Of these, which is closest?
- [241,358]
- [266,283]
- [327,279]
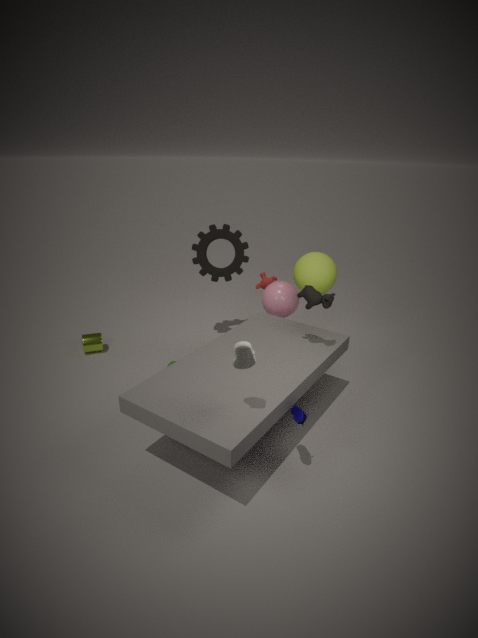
[241,358]
